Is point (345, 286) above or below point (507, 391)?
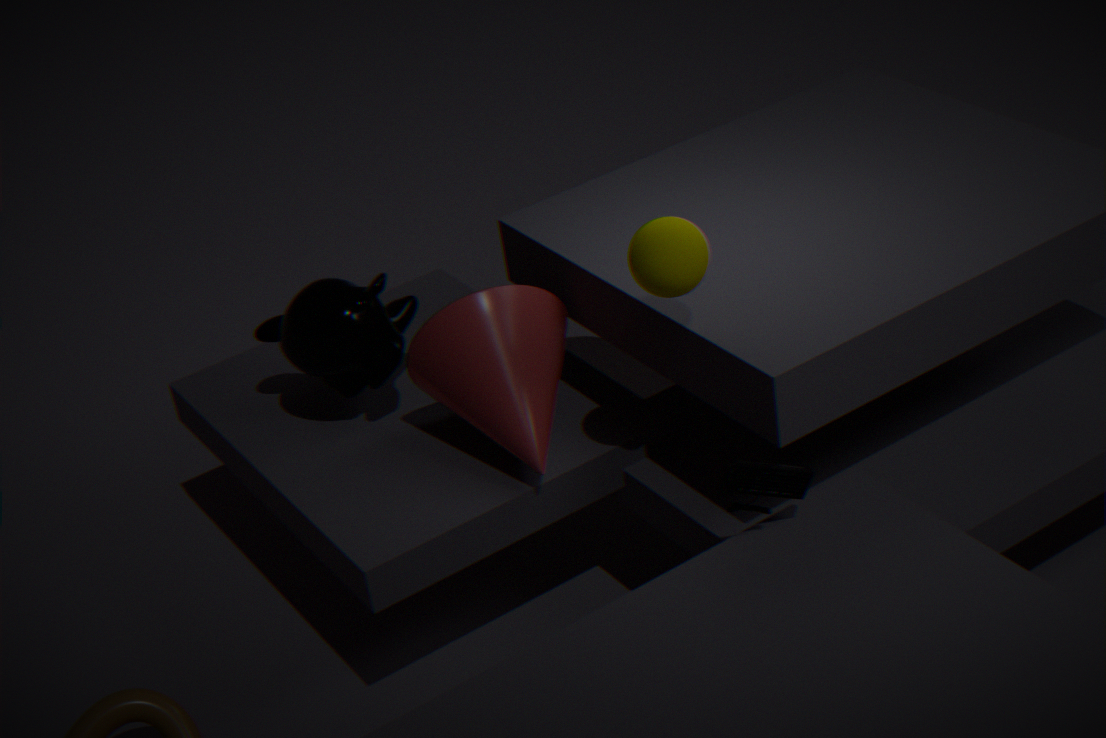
above
